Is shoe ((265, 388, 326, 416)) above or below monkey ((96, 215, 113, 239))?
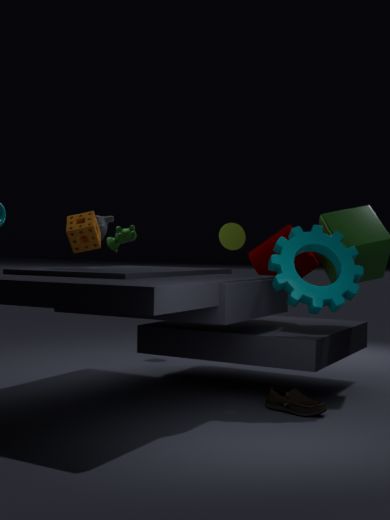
below
